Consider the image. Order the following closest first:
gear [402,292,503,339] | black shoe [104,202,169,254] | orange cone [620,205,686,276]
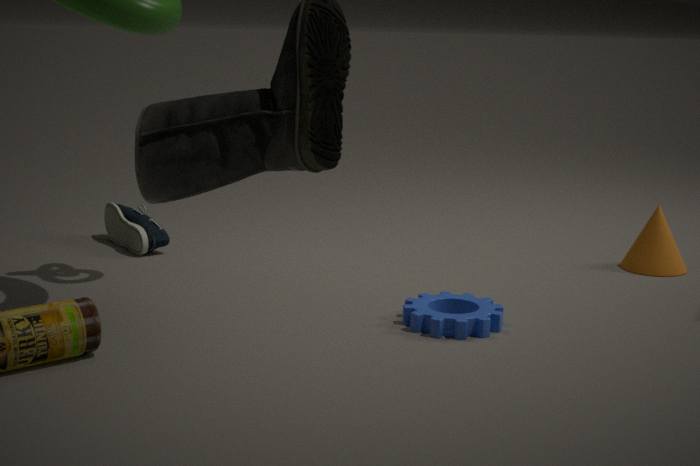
gear [402,292,503,339]
orange cone [620,205,686,276]
black shoe [104,202,169,254]
